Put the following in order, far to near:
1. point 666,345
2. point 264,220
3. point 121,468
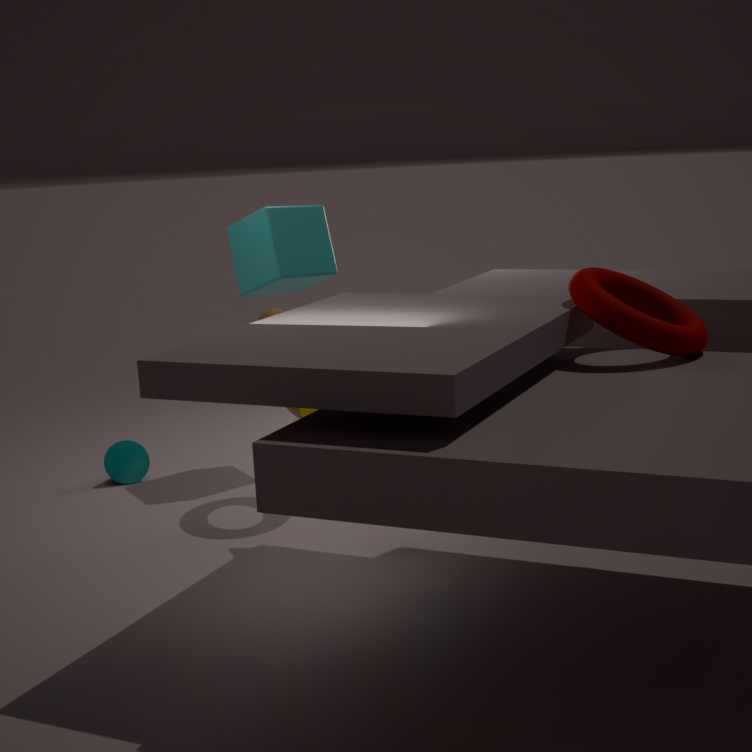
1. point 121,468
2. point 264,220
3. point 666,345
